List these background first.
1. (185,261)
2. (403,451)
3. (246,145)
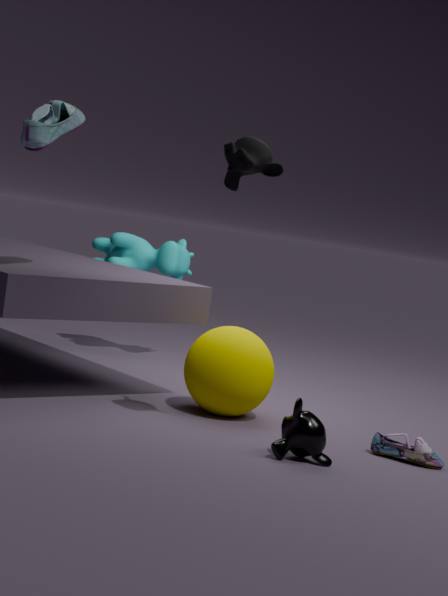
(185,261), (403,451), (246,145)
